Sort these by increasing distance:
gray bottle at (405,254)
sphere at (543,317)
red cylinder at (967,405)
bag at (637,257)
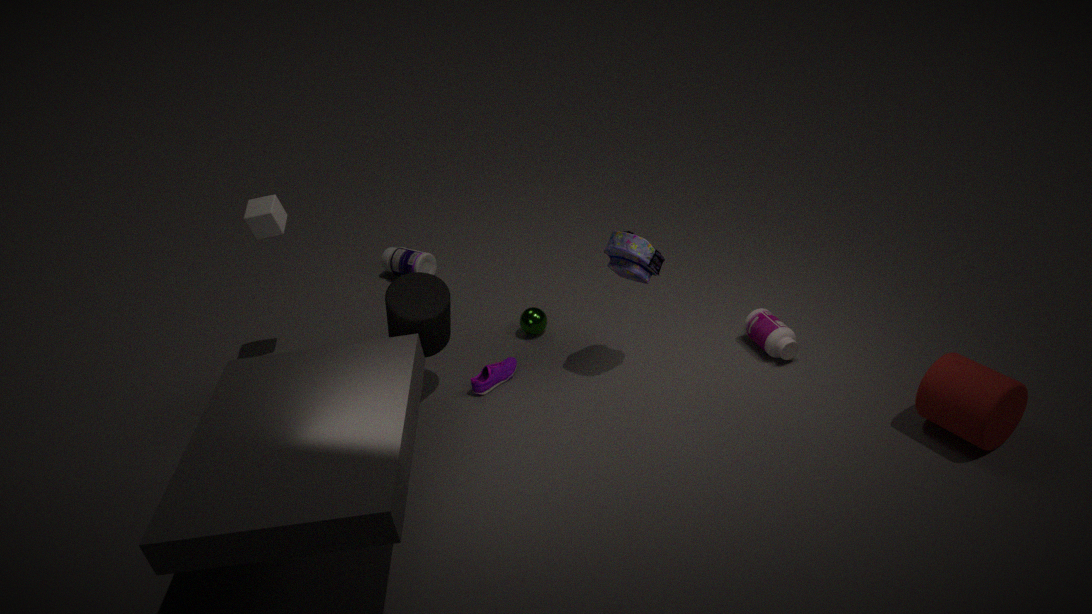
1. red cylinder at (967,405)
2. bag at (637,257)
3. sphere at (543,317)
4. gray bottle at (405,254)
